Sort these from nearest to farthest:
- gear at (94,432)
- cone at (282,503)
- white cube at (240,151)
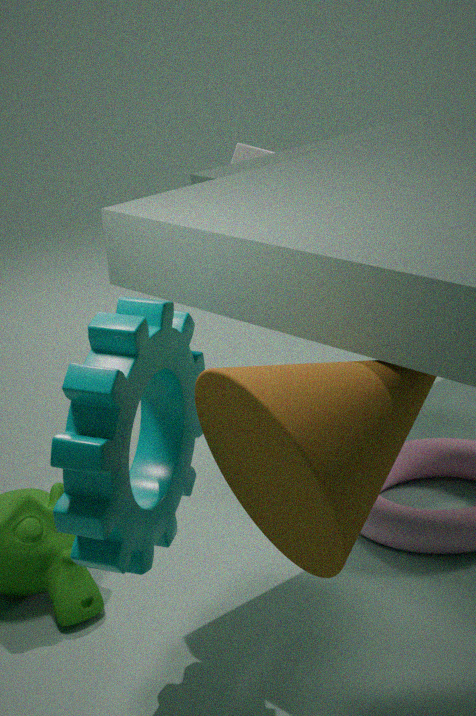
cone at (282,503)
gear at (94,432)
white cube at (240,151)
